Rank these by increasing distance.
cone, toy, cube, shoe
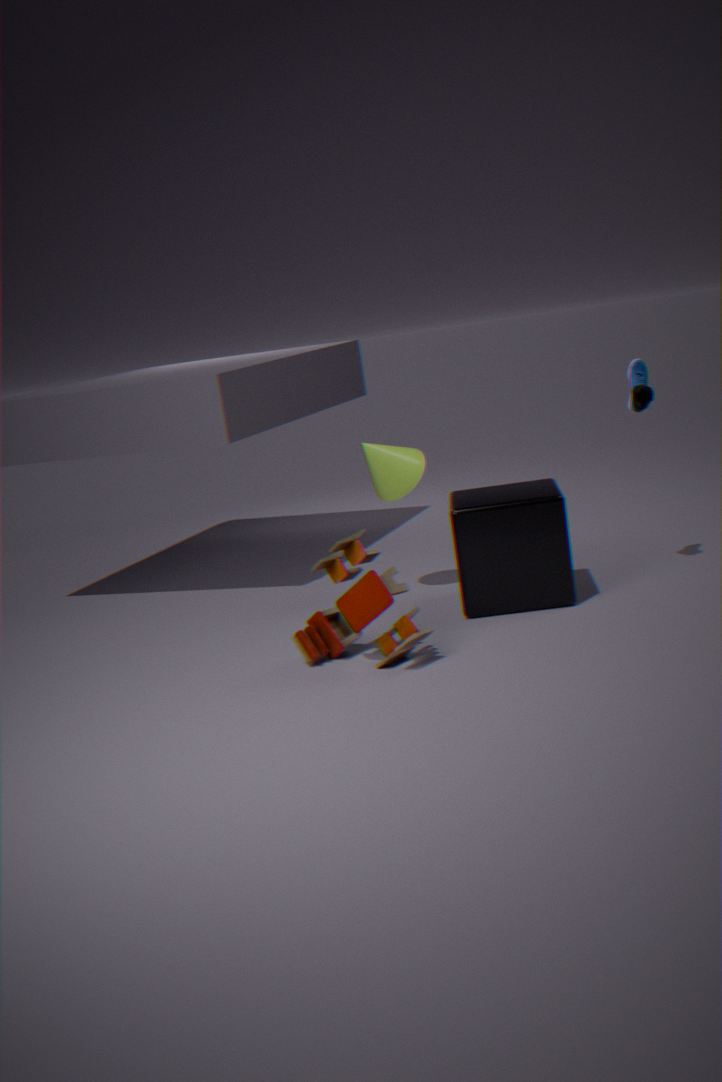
toy → cube → shoe → cone
